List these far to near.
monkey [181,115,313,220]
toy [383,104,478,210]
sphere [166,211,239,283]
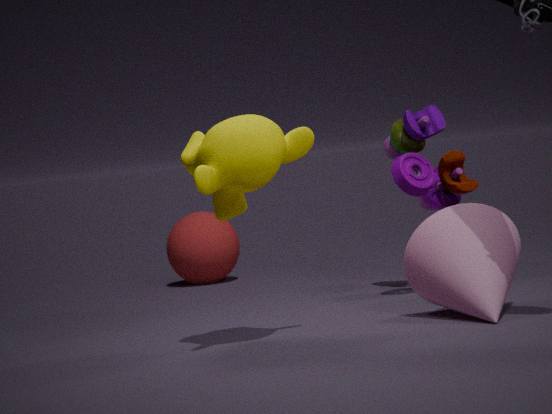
1. sphere [166,211,239,283]
2. toy [383,104,478,210]
3. monkey [181,115,313,220]
